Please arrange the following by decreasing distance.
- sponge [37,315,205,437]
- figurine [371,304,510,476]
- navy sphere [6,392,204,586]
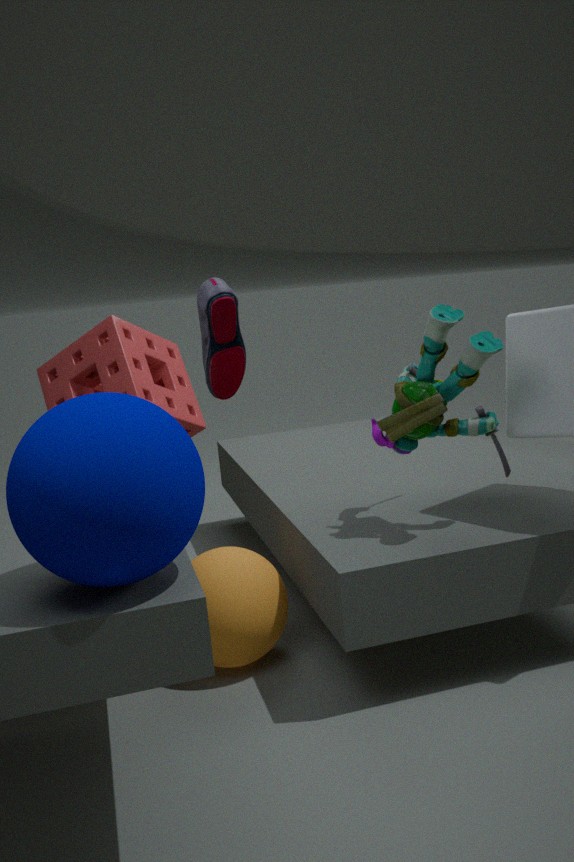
sponge [37,315,205,437] < figurine [371,304,510,476] < navy sphere [6,392,204,586]
